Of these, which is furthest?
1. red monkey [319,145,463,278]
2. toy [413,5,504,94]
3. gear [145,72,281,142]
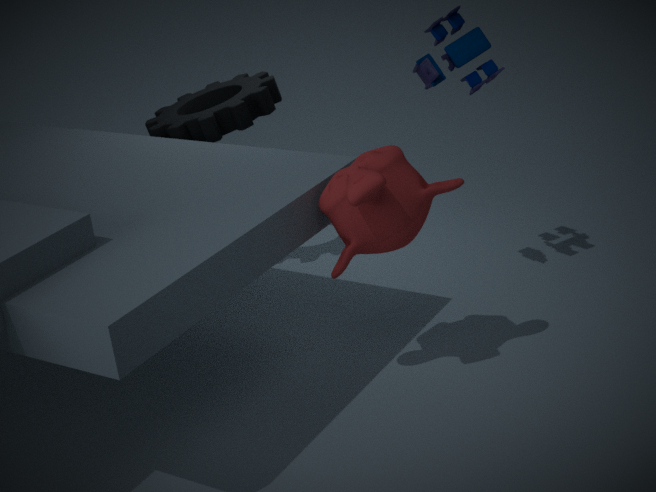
gear [145,72,281,142]
